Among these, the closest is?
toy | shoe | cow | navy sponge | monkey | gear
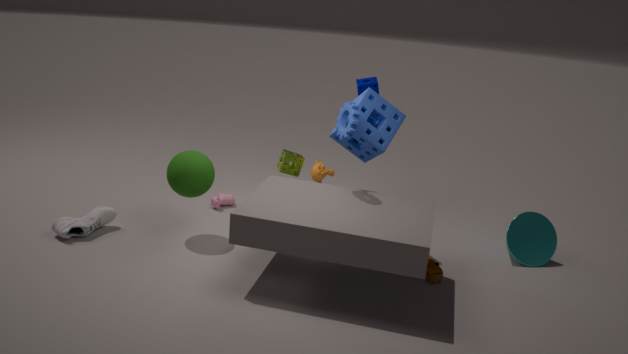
gear
